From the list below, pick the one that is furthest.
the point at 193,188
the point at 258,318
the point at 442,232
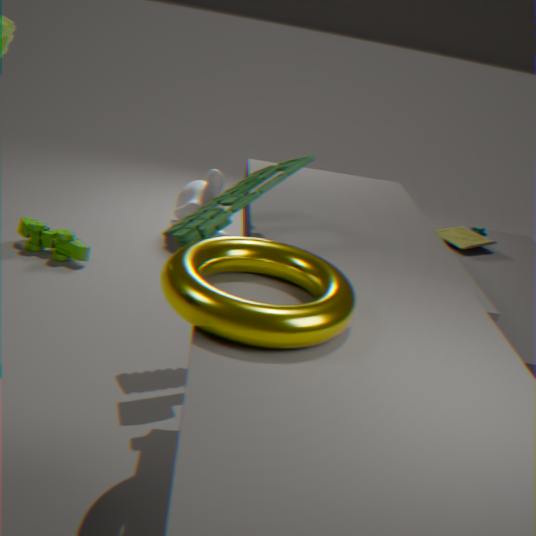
the point at 193,188
